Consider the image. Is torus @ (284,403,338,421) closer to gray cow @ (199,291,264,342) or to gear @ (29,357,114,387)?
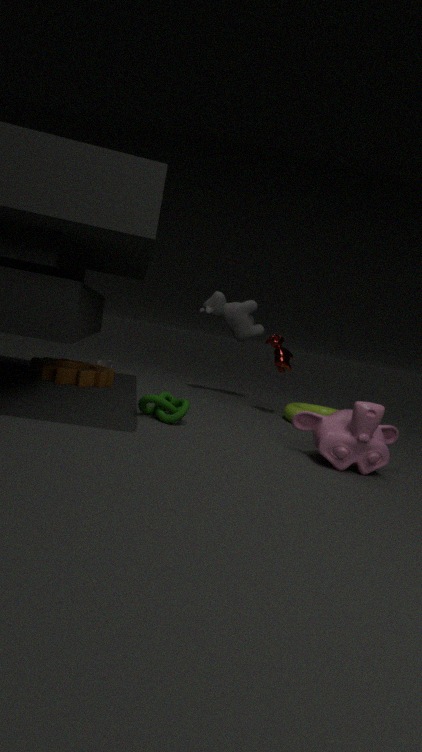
gray cow @ (199,291,264,342)
